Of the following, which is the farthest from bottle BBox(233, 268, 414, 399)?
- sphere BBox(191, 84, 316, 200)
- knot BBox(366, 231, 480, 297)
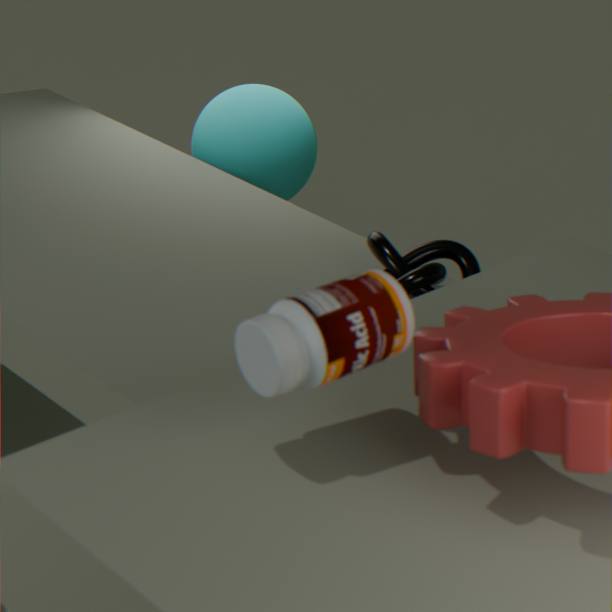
sphere BBox(191, 84, 316, 200)
